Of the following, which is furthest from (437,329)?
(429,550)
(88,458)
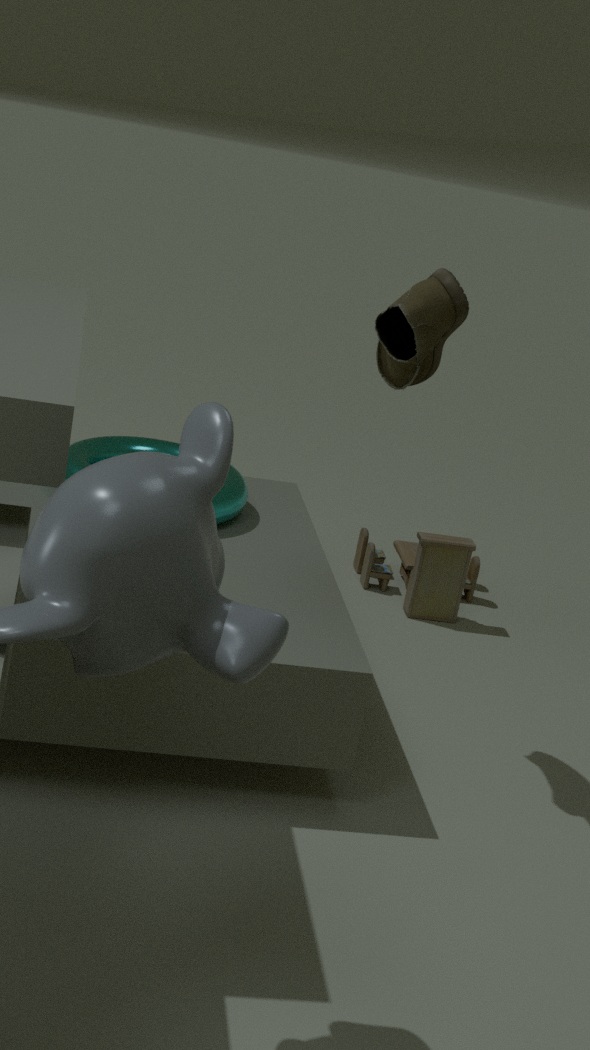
(429,550)
